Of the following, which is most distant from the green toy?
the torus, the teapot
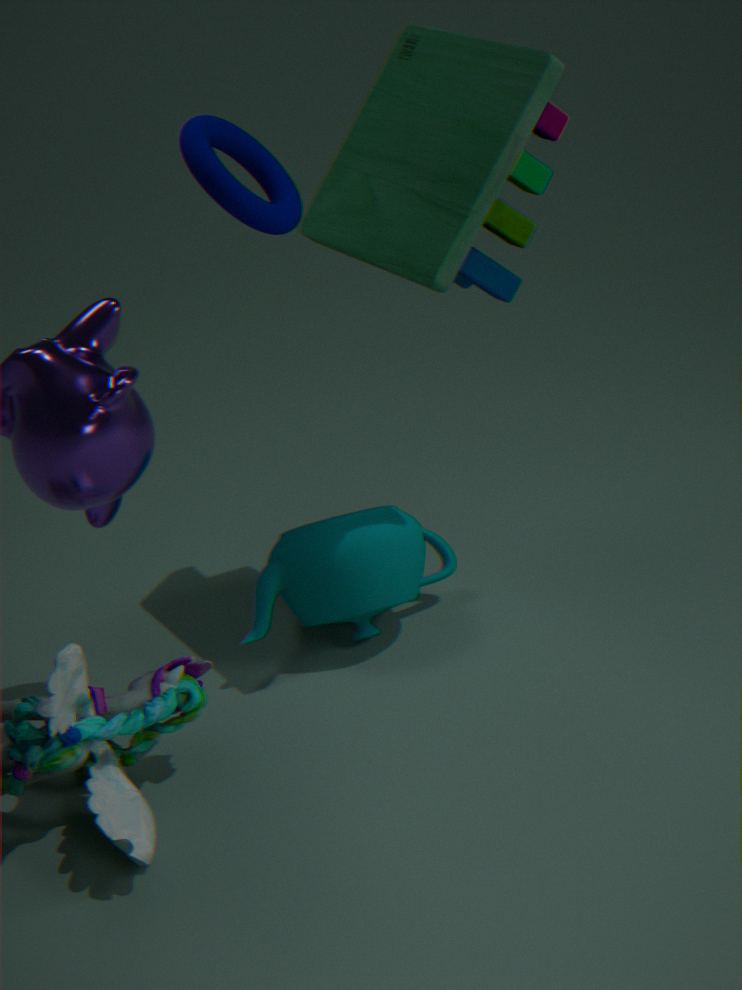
the teapot
